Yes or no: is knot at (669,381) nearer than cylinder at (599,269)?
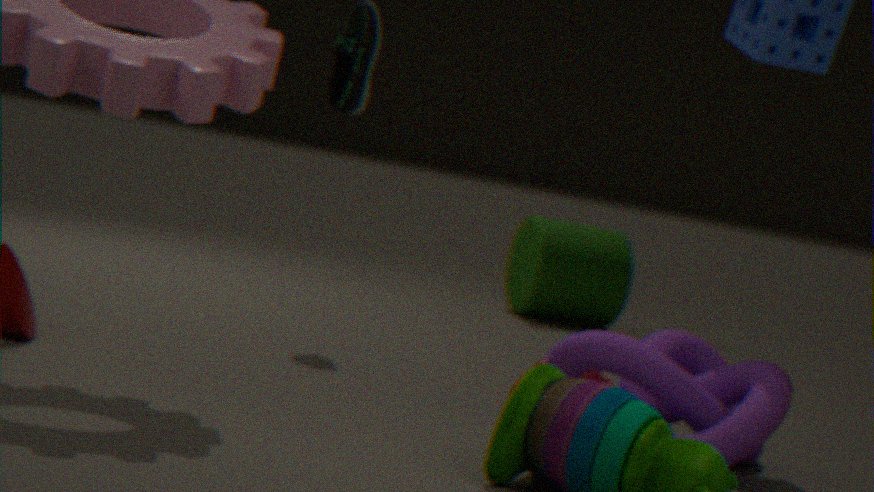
Yes
